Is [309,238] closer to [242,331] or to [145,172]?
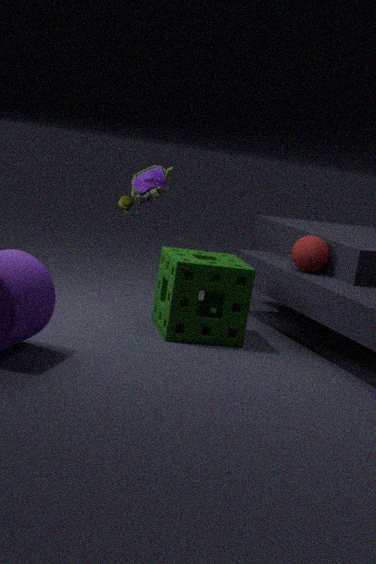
[242,331]
